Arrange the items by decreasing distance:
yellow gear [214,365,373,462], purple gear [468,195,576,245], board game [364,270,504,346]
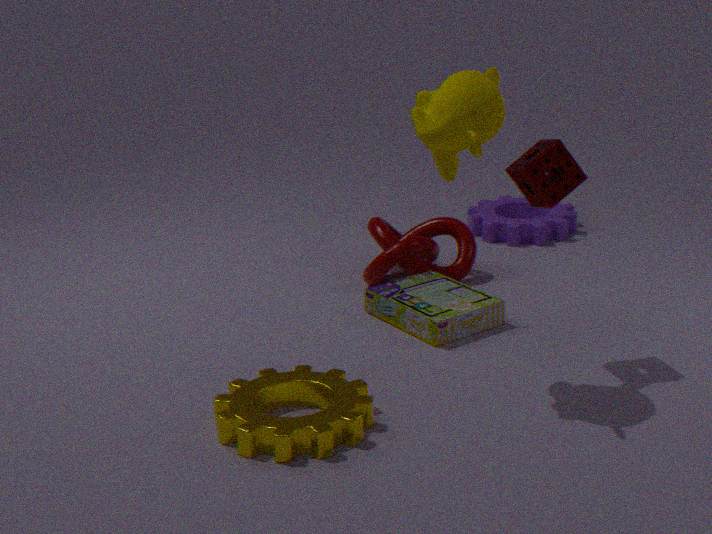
1. purple gear [468,195,576,245]
2. board game [364,270,504,346]
3. yellow gear [214,365,373,462]
